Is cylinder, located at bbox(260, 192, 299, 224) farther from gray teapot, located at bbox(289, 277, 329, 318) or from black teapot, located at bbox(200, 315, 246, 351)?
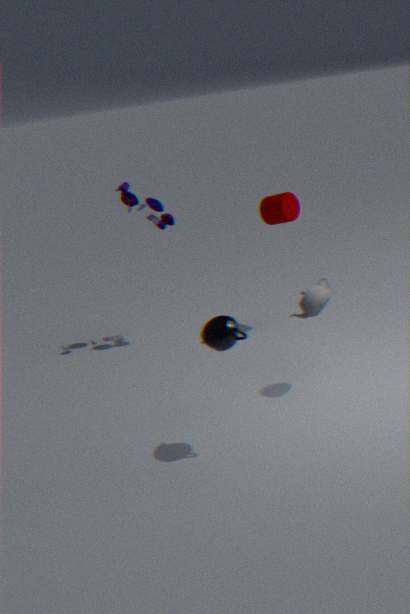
black teapot, located at bbox(200, 315, 246, 351)
